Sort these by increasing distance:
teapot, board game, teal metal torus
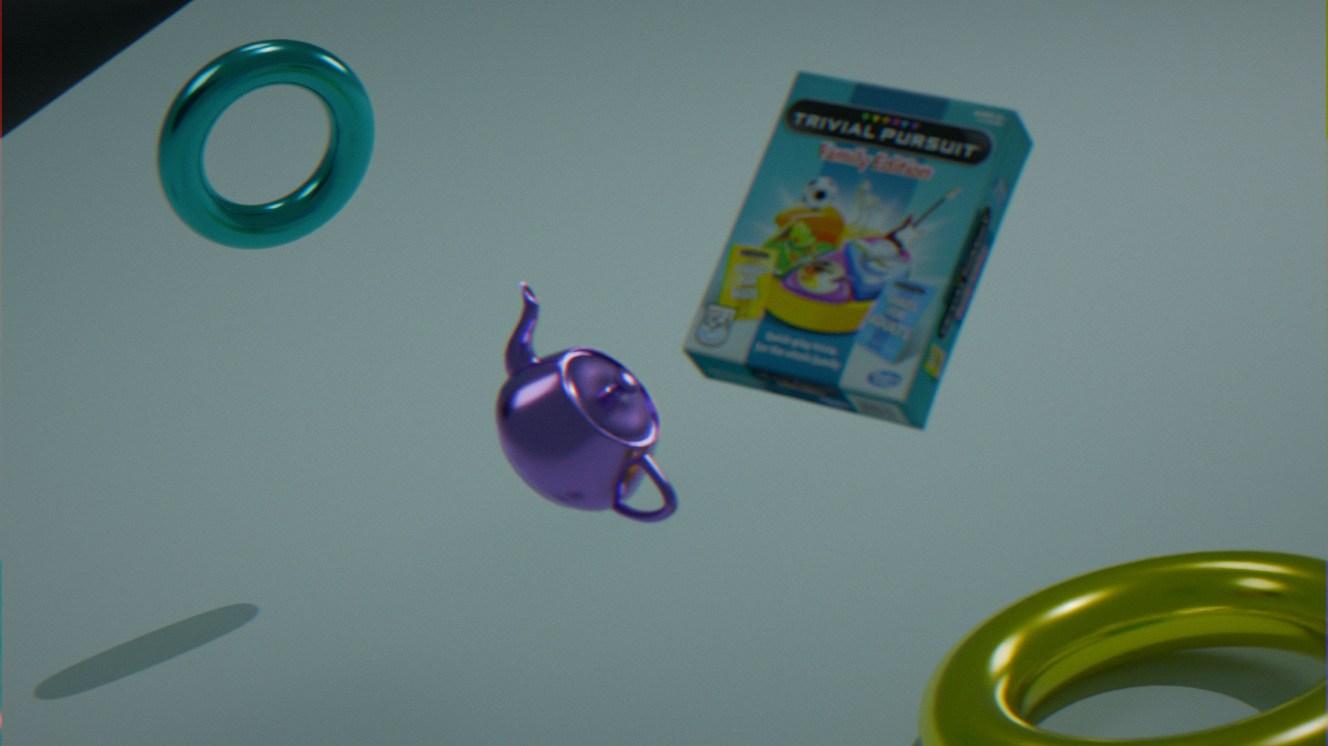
board game, teapot, teal metal torus
